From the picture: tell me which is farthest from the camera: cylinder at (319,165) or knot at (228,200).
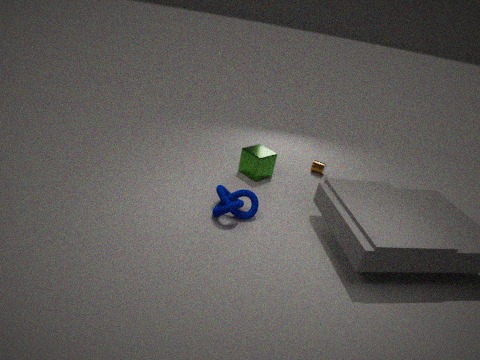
cylinder at (319,165)
